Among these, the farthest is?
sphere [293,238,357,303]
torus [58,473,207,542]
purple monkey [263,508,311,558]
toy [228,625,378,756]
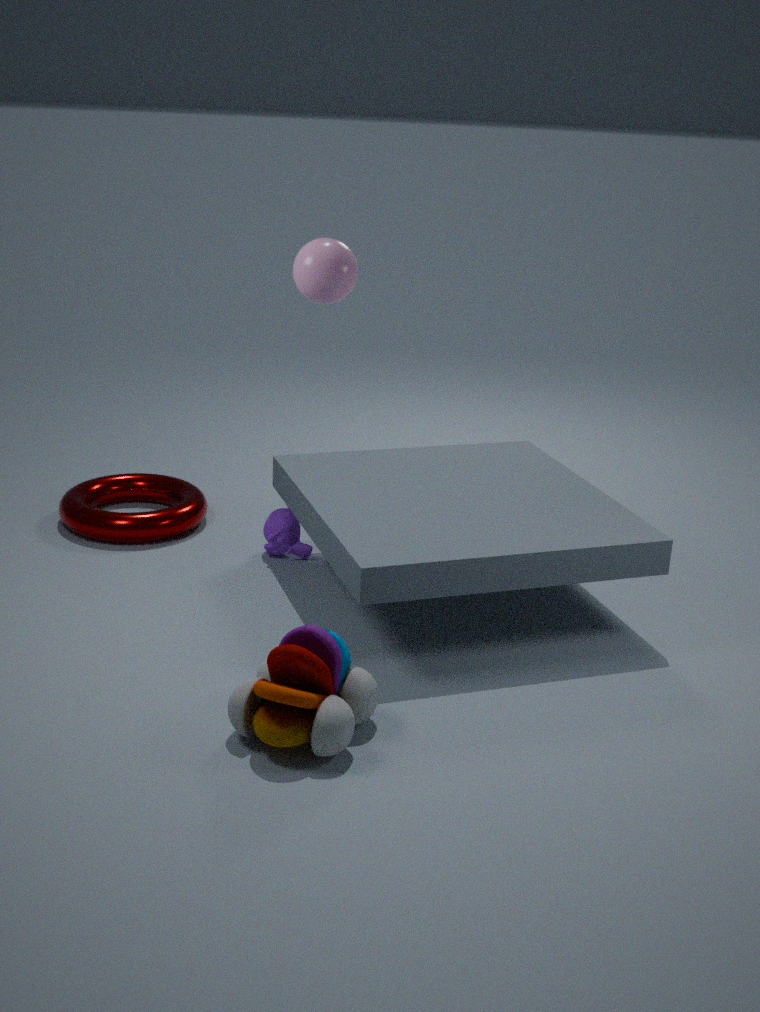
torus [58,473,207,542]
